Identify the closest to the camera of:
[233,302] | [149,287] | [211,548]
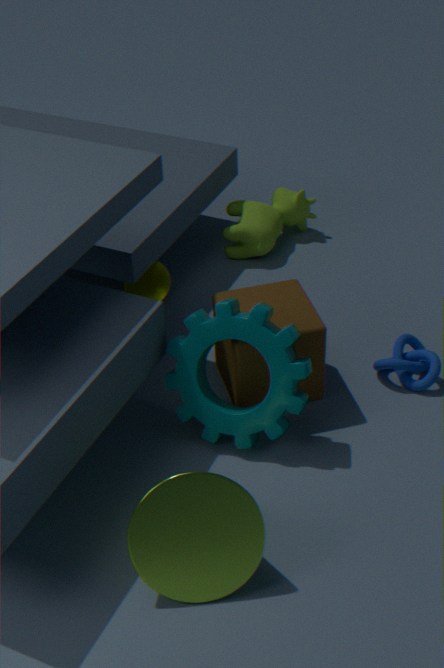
[211,548]
